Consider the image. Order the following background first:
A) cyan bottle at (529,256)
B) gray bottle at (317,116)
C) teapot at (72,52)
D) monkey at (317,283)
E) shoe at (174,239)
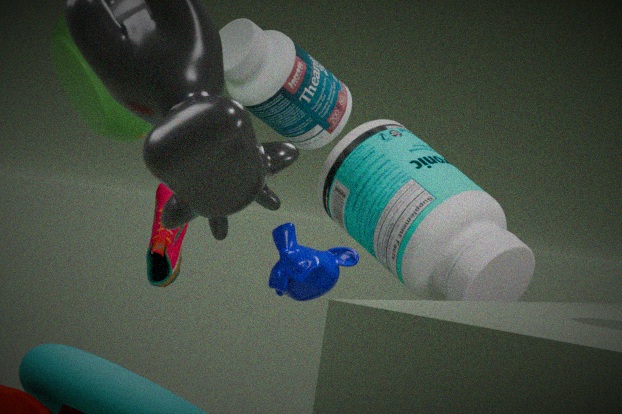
shoe at (174,239) → cyan bottle at (529,256) → monkey at (317,283) → gray bottle at (317,116) → teapot at (72,52)
